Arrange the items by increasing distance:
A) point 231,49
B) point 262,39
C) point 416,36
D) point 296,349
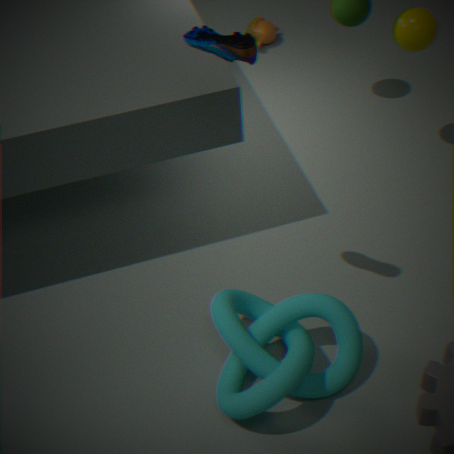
point 231,49 < point 296,349 < point 416,36 < point 262,39
